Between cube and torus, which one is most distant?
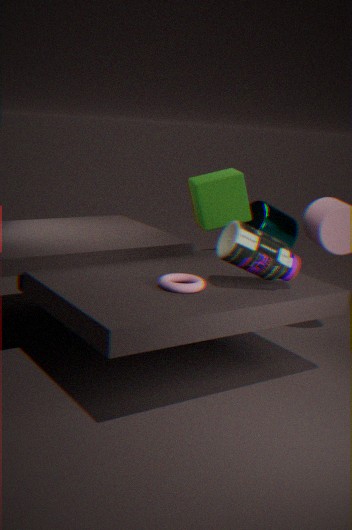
cube
